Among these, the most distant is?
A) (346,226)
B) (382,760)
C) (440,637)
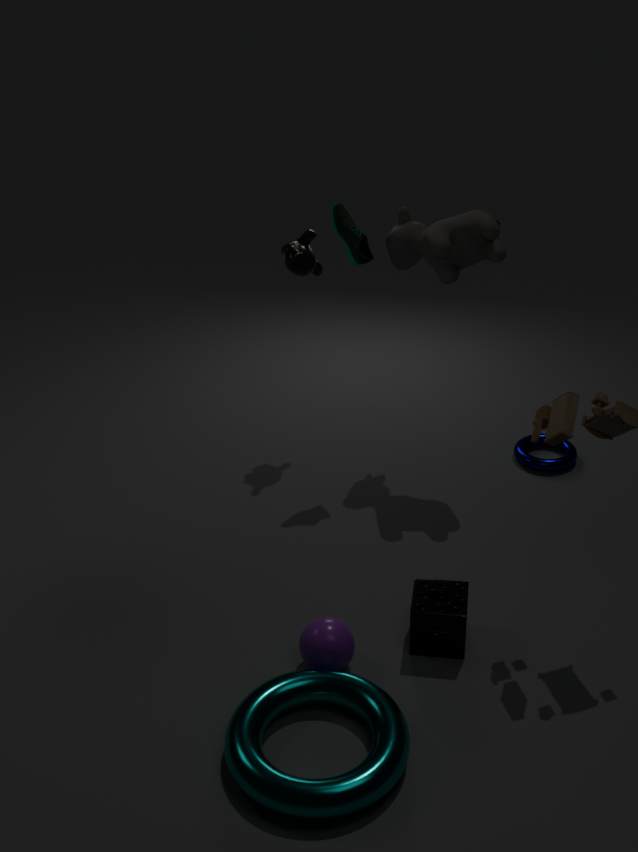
(346,226)
